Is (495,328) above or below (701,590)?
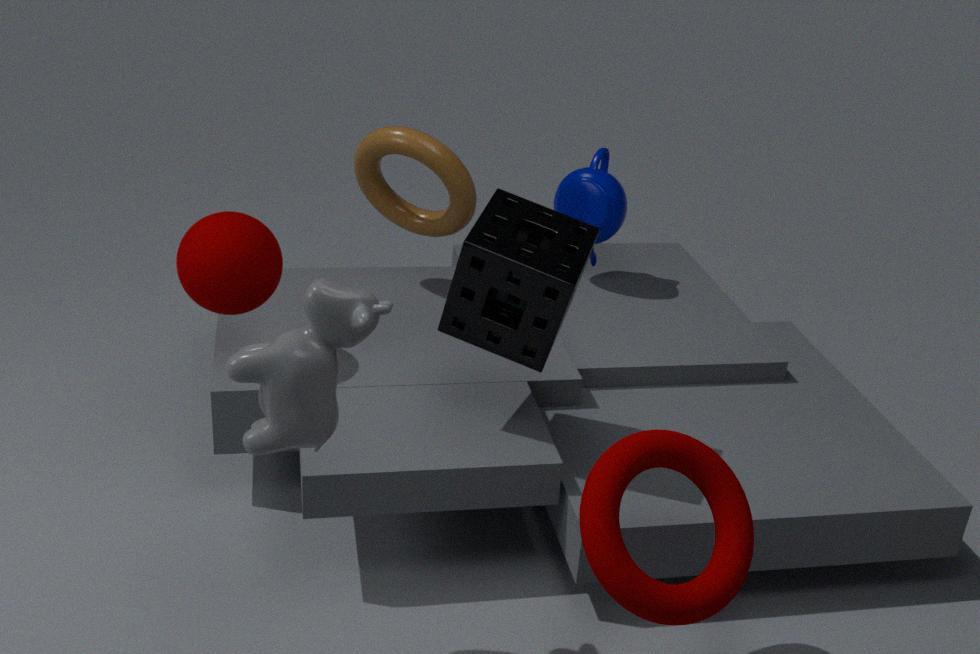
above
